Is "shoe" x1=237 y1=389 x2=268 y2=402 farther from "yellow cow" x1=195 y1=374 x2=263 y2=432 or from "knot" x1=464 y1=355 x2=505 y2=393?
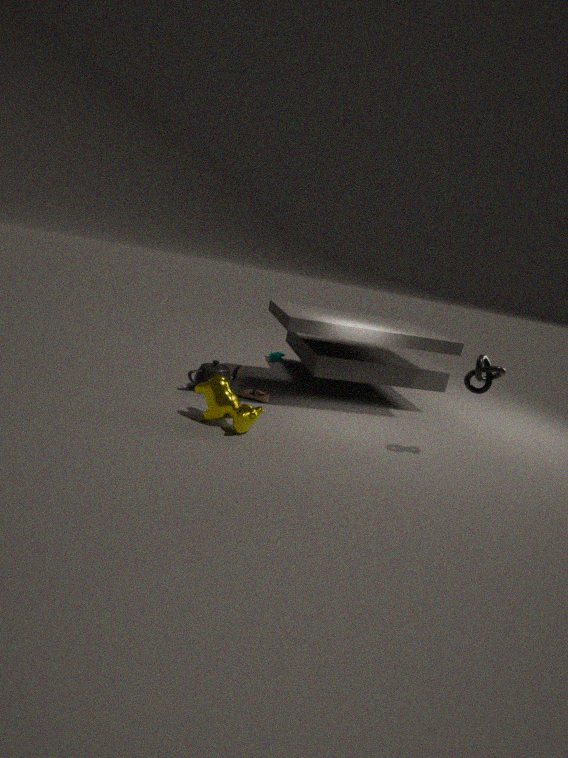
"knot" x1=464 y1=355 x2=505 y2=393
